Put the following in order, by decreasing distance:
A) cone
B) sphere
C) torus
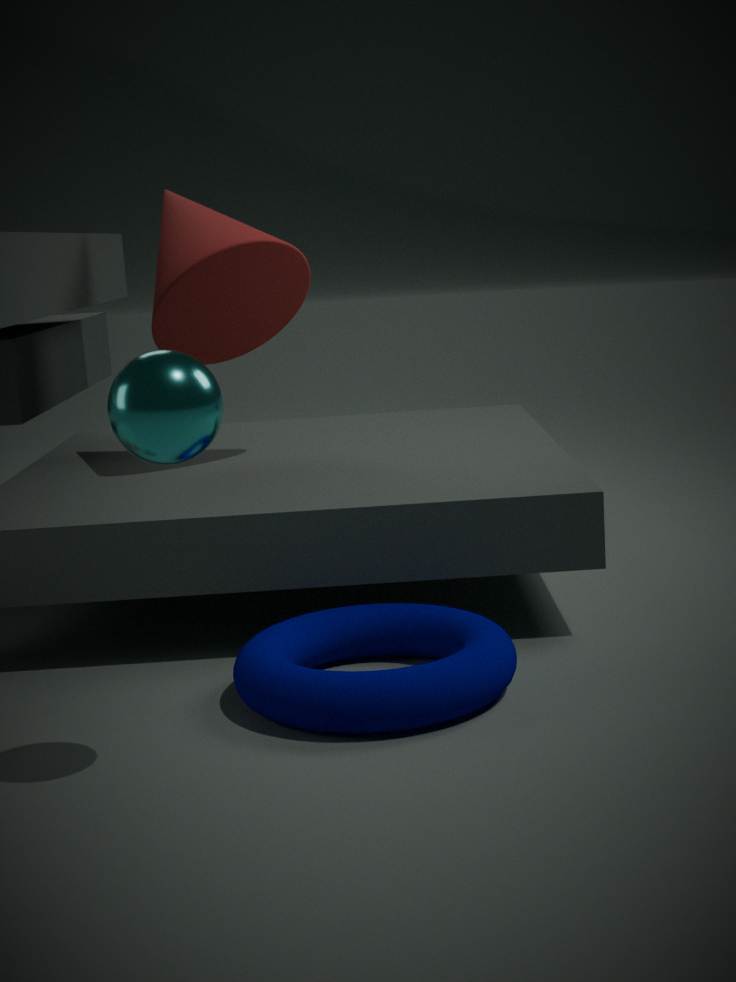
1. cone
2. torus
3. sphere
